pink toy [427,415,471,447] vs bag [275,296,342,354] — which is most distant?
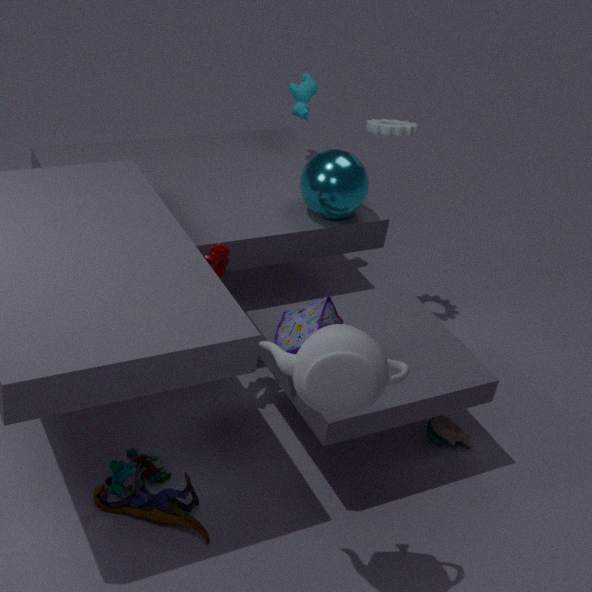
pink toy [427,415,471,447]
